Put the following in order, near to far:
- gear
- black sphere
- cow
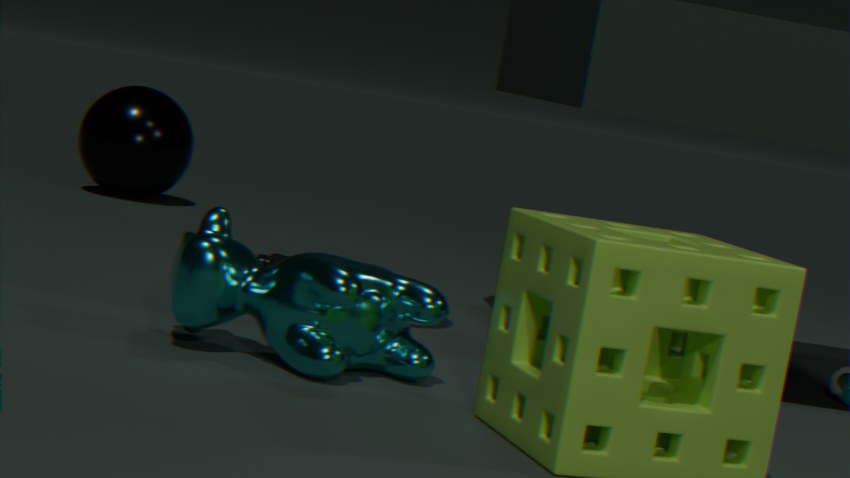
cow, gear, black sphere
